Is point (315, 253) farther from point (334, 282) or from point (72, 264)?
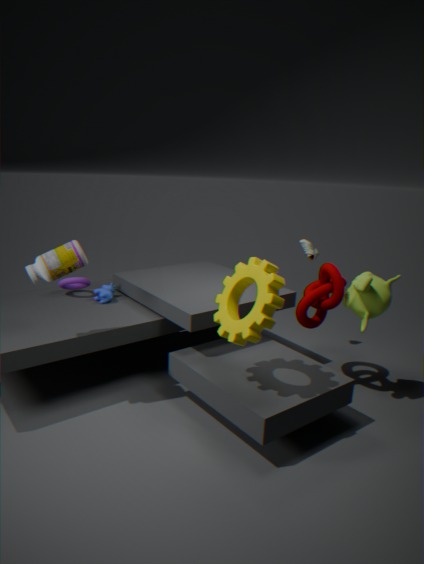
point (72, 264)
